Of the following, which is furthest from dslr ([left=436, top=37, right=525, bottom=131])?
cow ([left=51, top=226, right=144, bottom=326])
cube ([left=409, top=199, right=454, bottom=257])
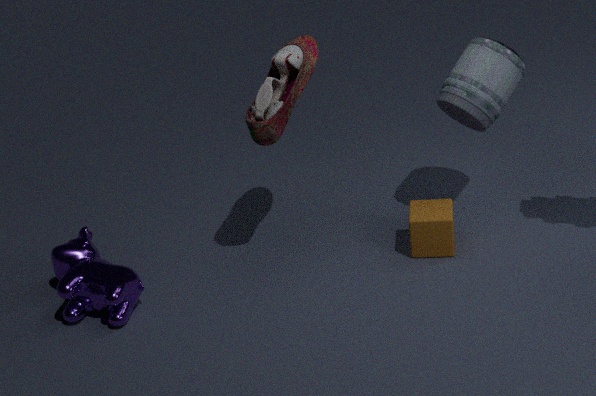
cow ([left=51, top=226, right=144, bottom=326])
